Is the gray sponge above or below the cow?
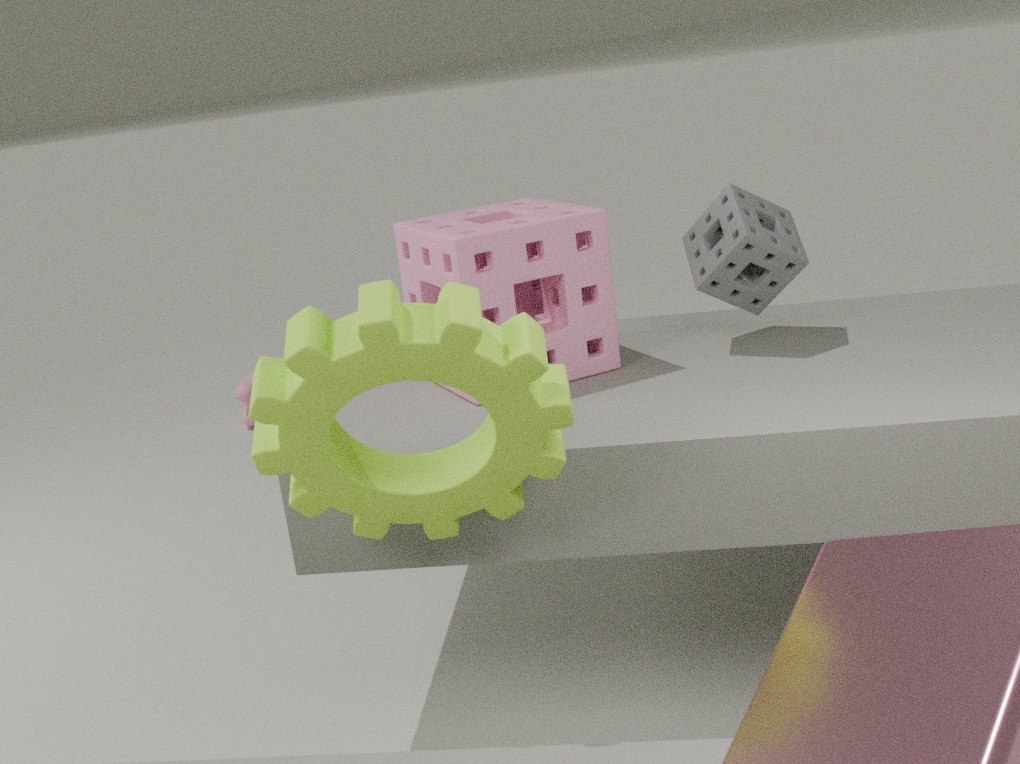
above
